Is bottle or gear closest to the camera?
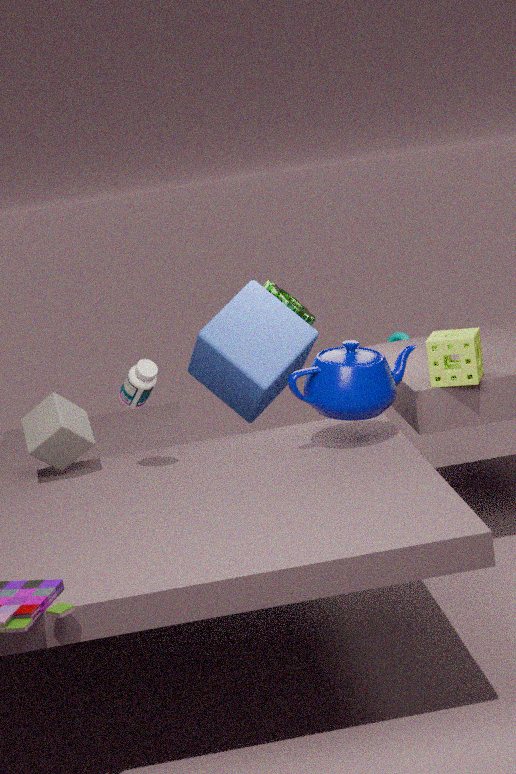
bottle
